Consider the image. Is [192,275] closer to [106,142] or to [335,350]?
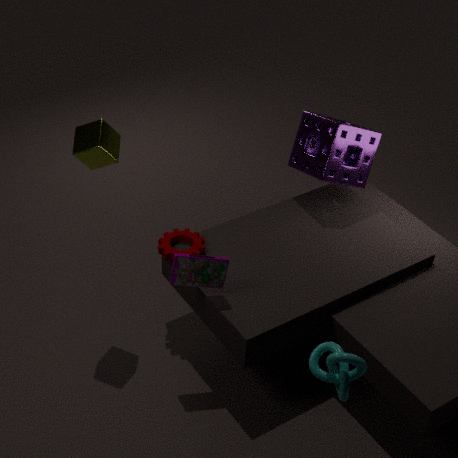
[106,142]
